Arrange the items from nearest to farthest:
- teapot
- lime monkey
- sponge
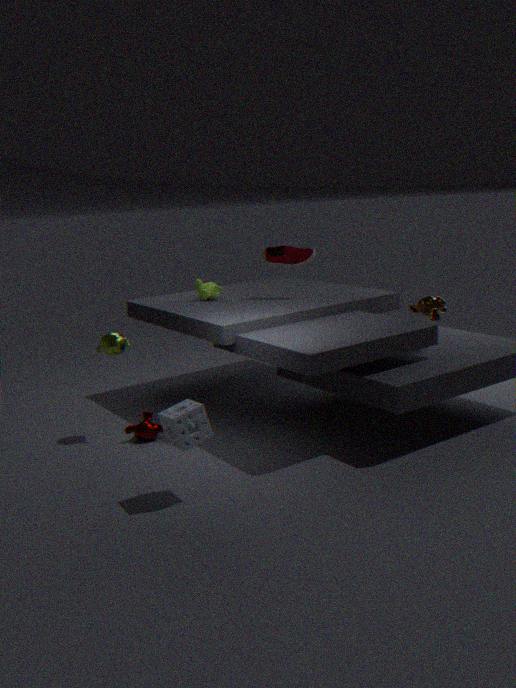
sponge → teapot → lime monkey
